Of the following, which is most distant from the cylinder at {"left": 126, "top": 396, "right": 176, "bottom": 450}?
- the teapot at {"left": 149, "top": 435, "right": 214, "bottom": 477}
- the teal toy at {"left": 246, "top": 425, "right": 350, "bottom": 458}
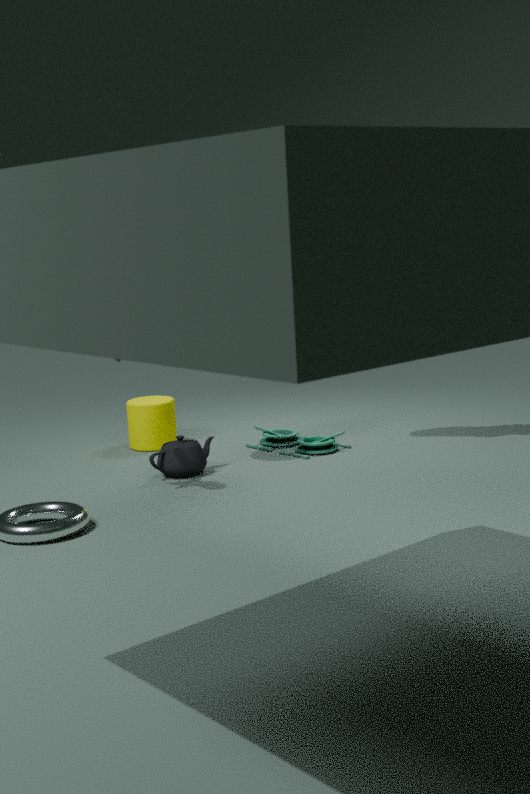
the teapot at {"left": 149, "top": 435, "right": 214, "bottom": 477}
